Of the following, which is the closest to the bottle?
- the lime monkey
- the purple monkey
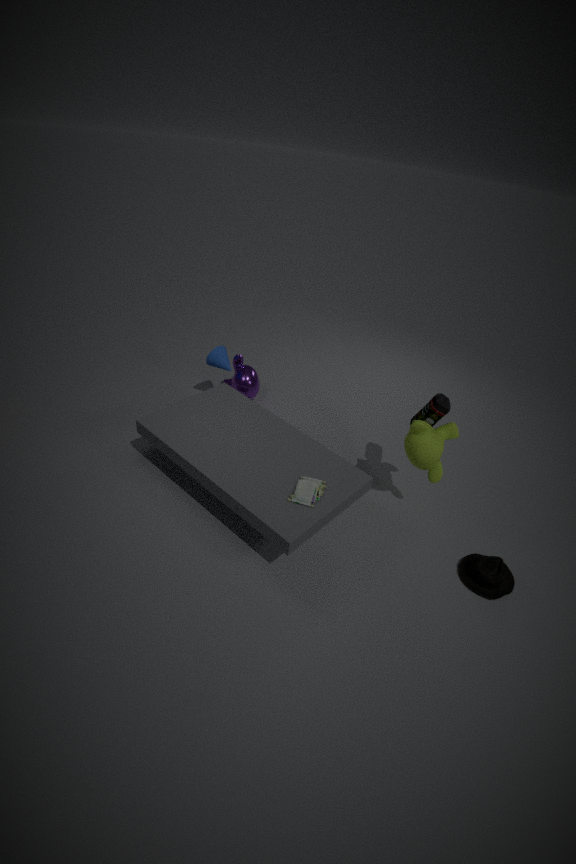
the lime monkey
